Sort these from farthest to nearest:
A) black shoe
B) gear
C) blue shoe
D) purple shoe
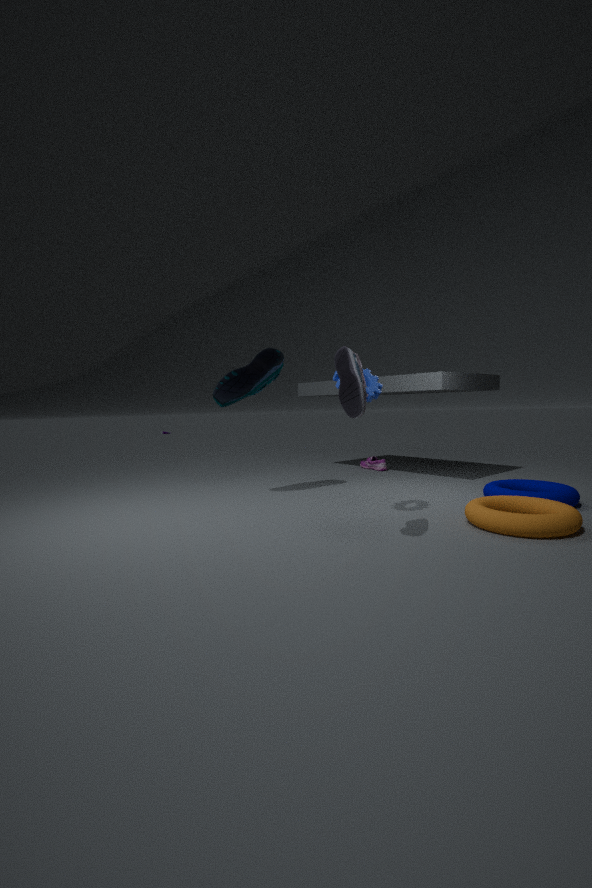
purple shoe → blue shoe → gear → black shoe
